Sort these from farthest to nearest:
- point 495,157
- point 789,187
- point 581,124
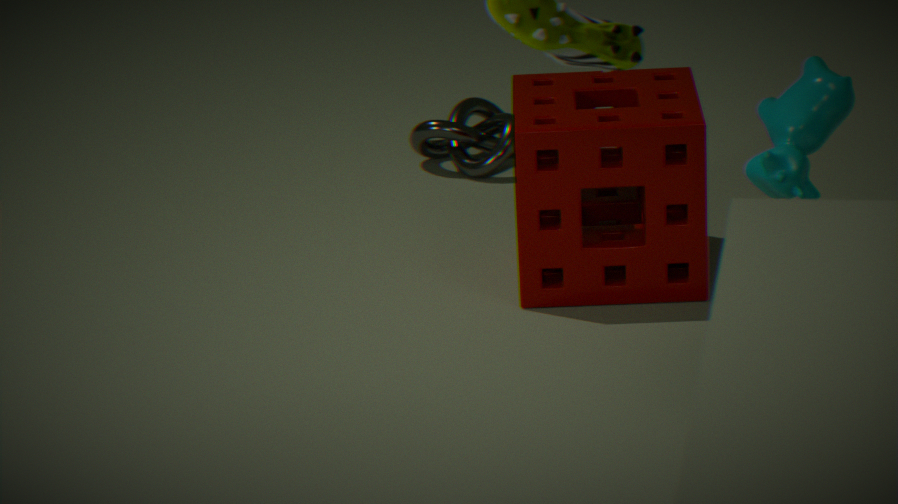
point 495,157 < point 581,124 < point 789,187
